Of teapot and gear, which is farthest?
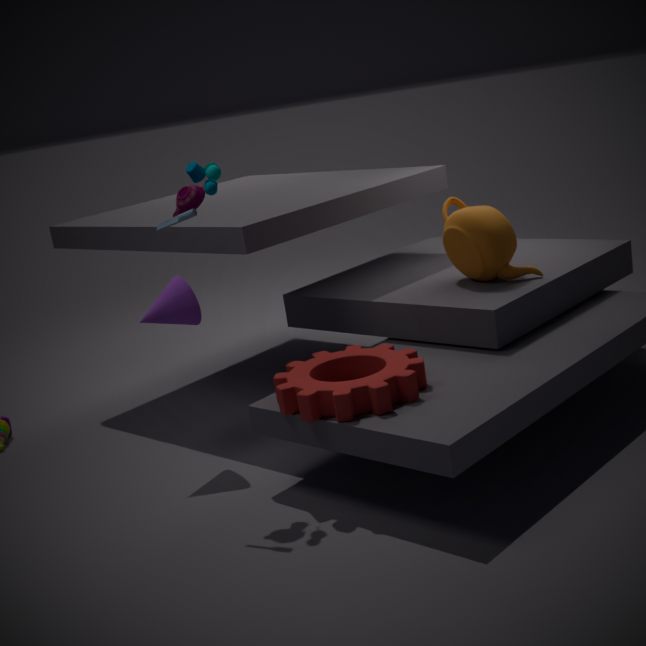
teapot
